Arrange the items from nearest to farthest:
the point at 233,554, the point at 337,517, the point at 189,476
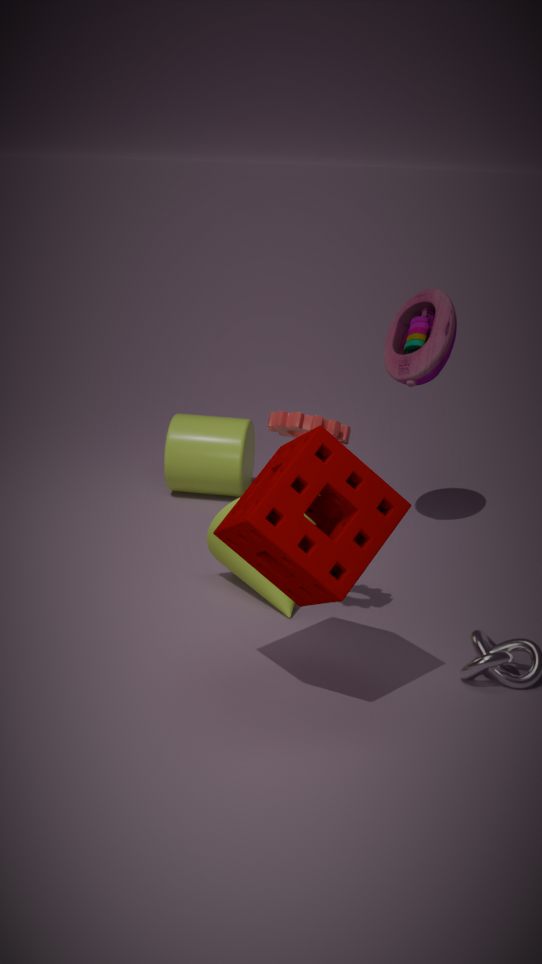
the point at 337,517
the point at 233,554
the point at 189,476
